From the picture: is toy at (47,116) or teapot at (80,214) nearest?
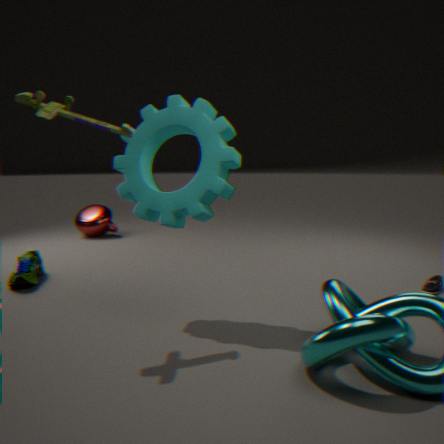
toy at (47,116)
